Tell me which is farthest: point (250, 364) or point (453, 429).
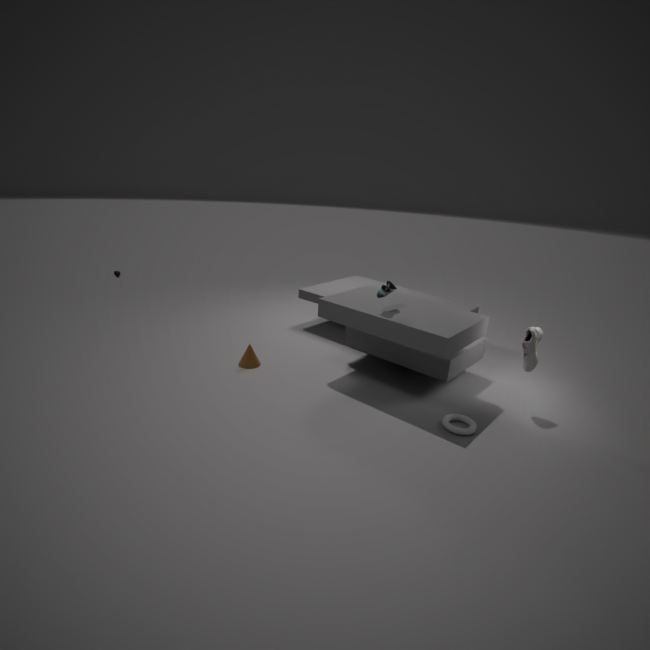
point (250, 364)
